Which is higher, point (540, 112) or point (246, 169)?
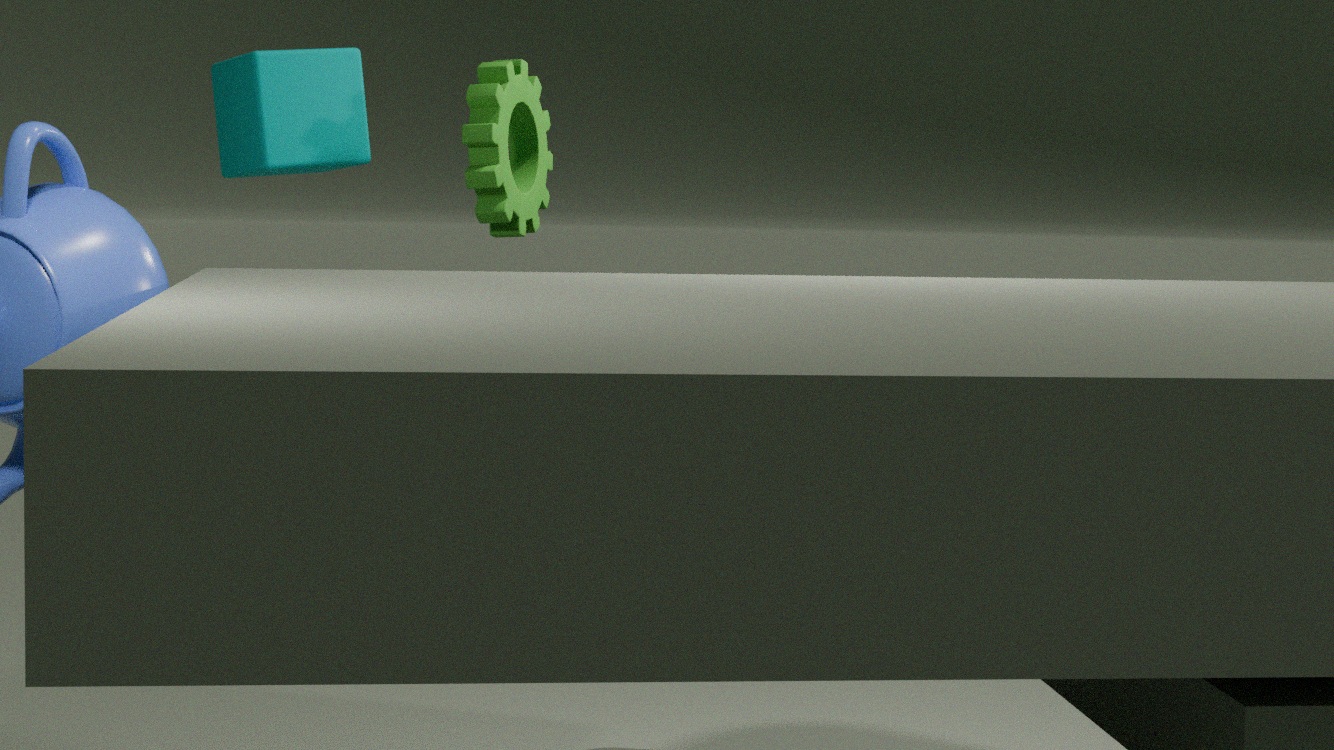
point (246, 169)
